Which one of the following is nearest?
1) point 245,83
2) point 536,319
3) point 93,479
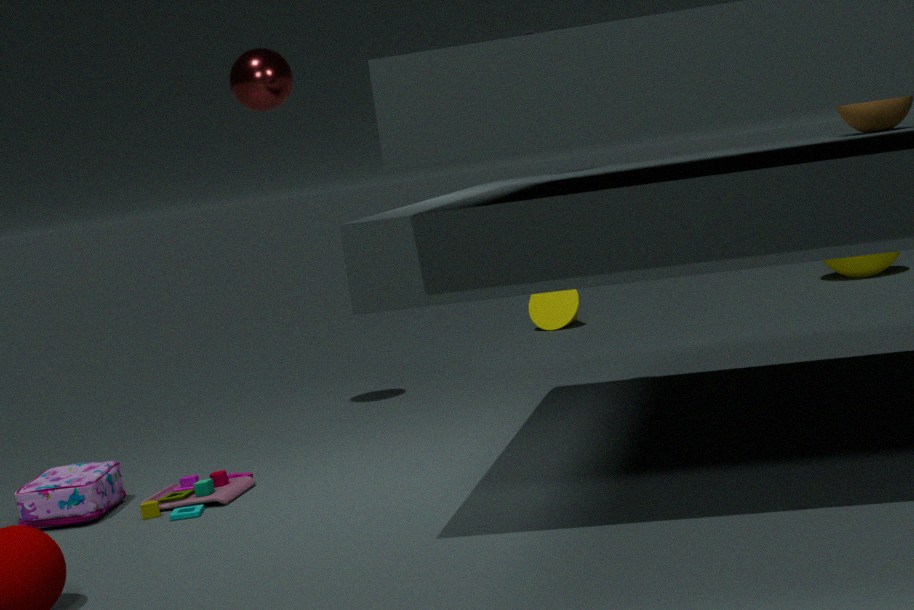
3. point 93,479
